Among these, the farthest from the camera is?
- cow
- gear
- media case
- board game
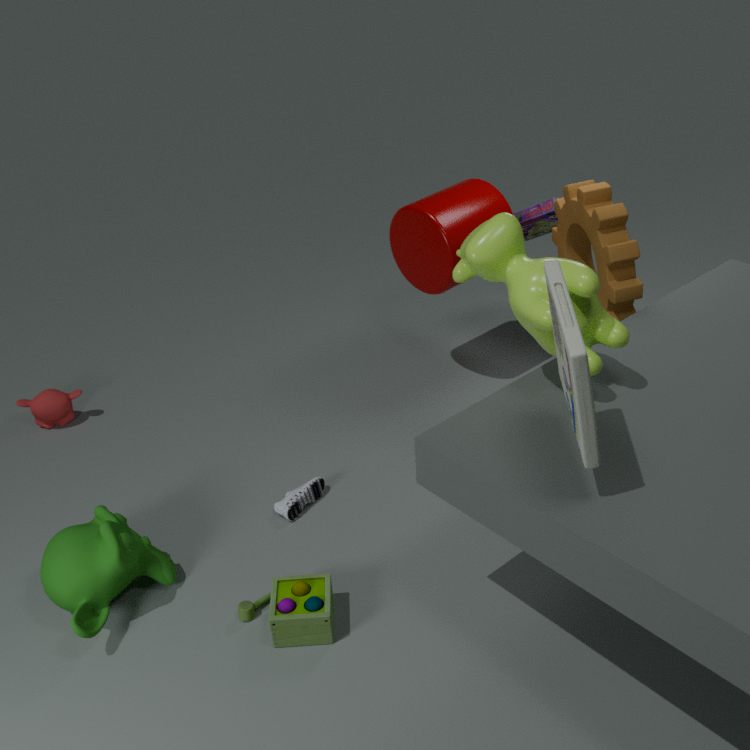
board game
